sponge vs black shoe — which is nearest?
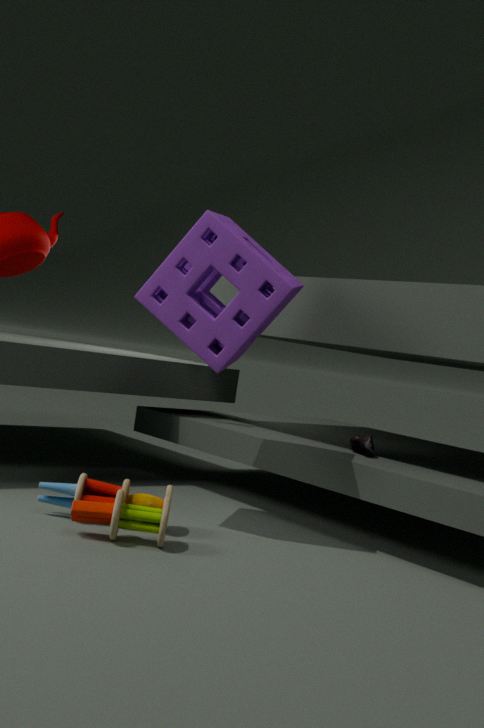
sponge
